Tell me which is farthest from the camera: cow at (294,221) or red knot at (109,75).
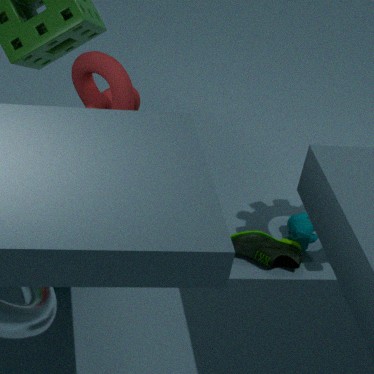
cow at (294,221)
